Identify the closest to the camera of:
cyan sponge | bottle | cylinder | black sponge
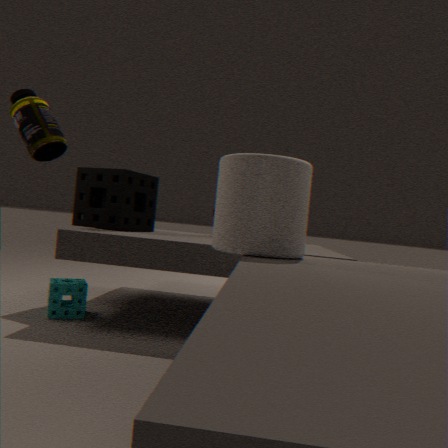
cylinder
